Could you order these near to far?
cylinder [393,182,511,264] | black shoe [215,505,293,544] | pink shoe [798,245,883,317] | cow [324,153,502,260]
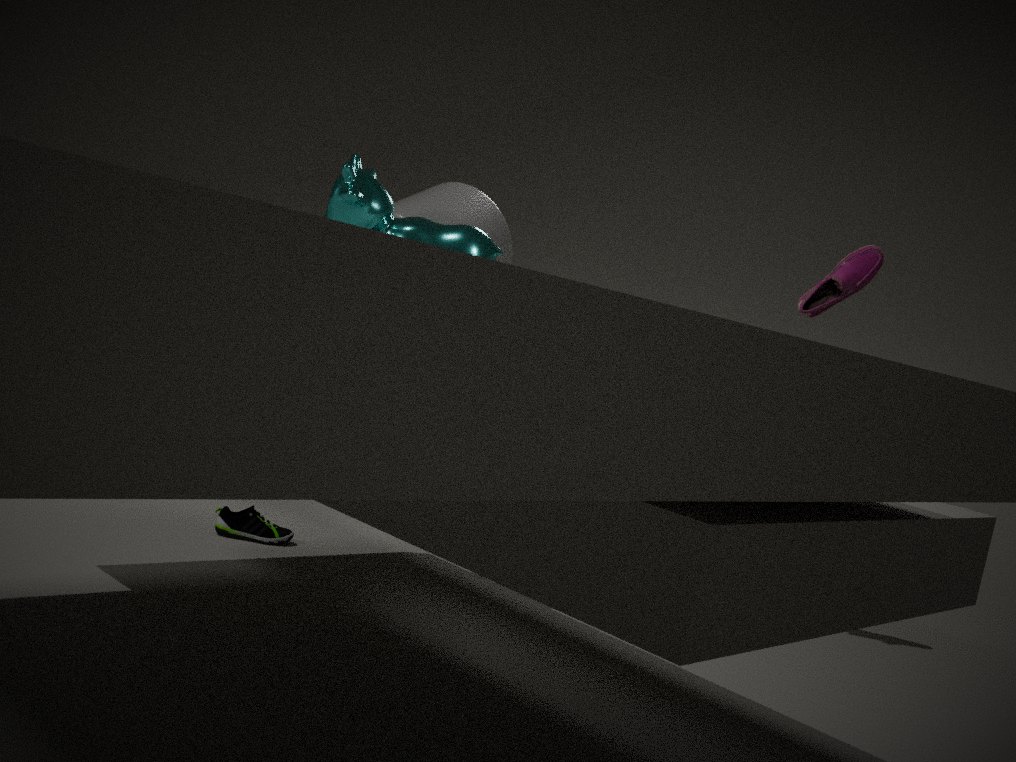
1. cow [324,153,502,260]
2. black shoe [215,505,293,544]
3. cylinder [393,182,511,264]
4. pink shoe [798,245,883,317]
